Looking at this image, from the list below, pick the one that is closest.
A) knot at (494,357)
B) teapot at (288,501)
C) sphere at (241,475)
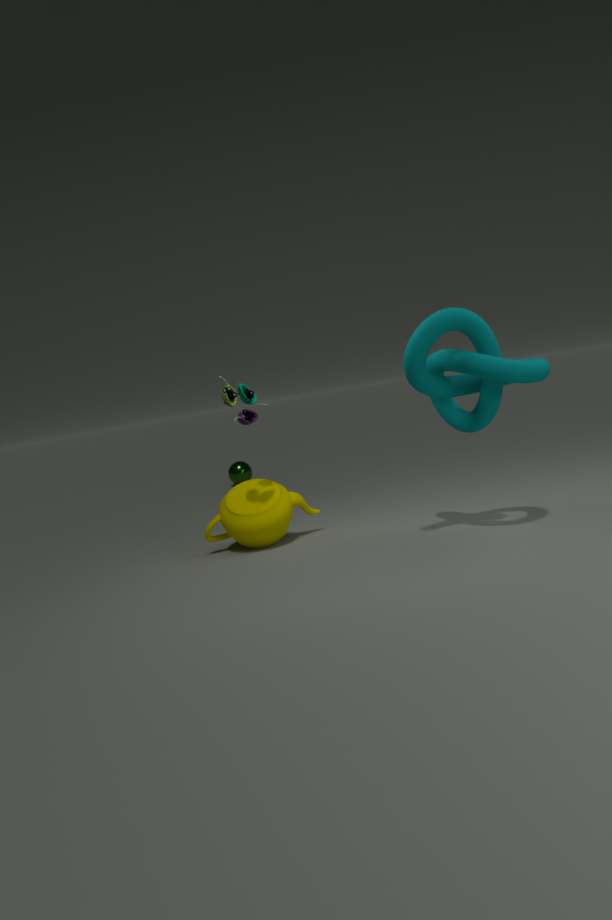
knot at (494,357)
